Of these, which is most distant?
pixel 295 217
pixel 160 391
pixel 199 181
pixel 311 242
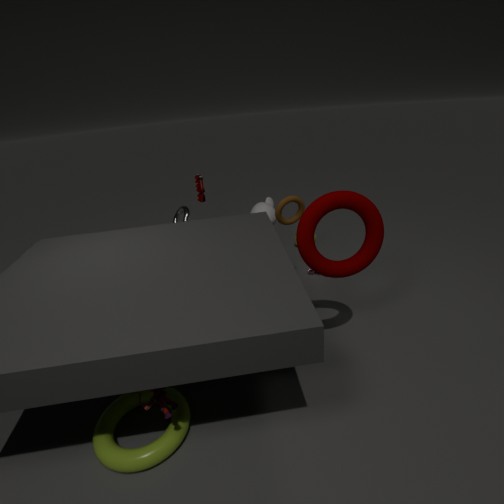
pixel 199 181
